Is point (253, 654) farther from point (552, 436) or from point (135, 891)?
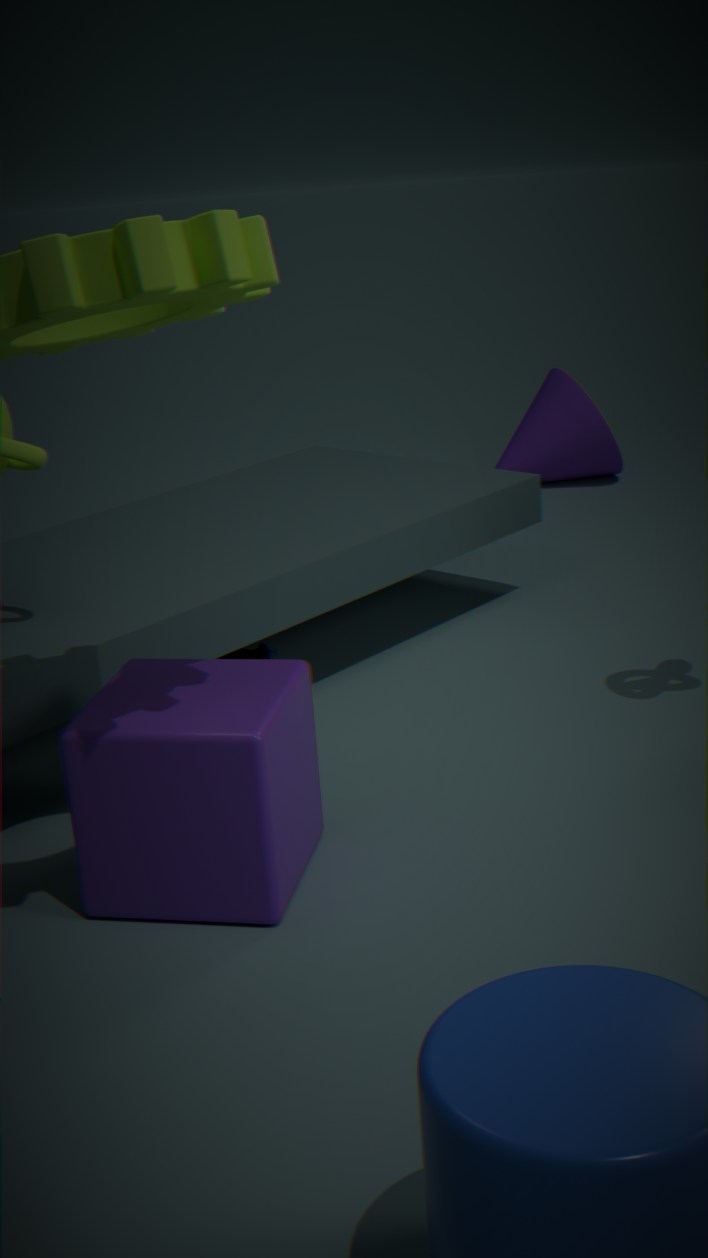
point (552, 436)
